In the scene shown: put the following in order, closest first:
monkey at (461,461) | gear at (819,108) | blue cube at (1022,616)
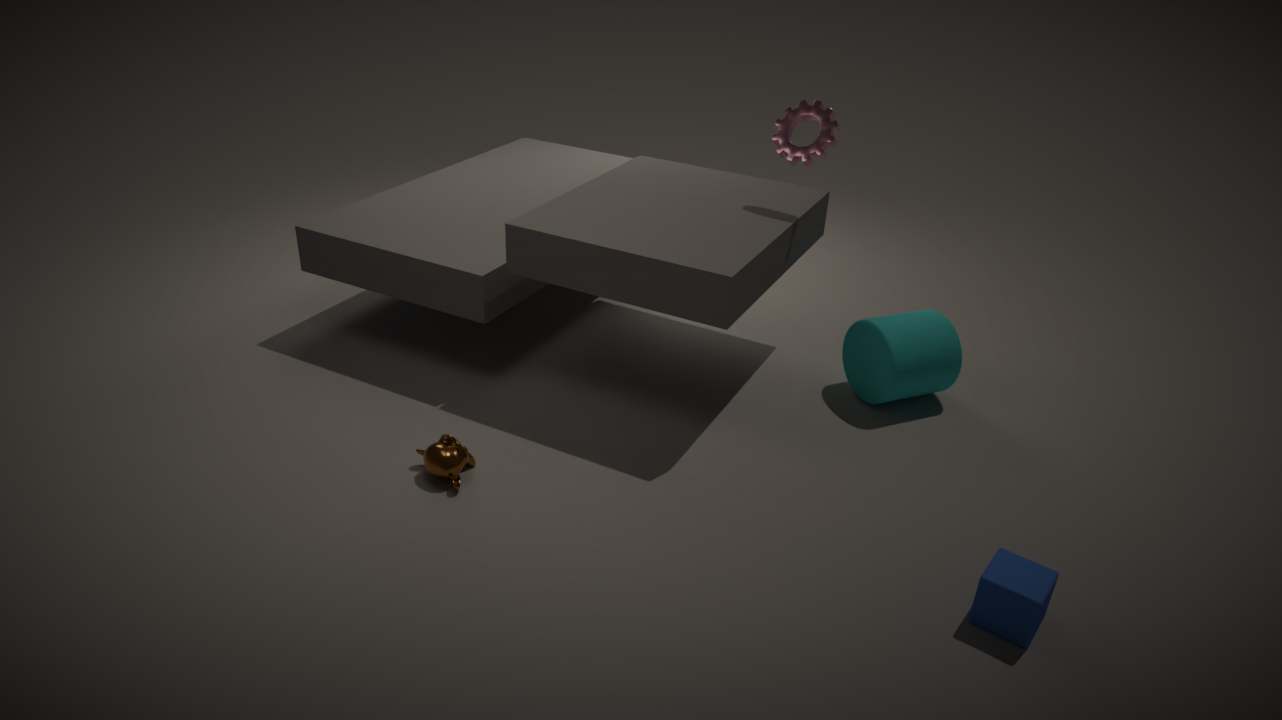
blue cube at (1022,616) < monkey at (461,461) < gear at (819,108)
